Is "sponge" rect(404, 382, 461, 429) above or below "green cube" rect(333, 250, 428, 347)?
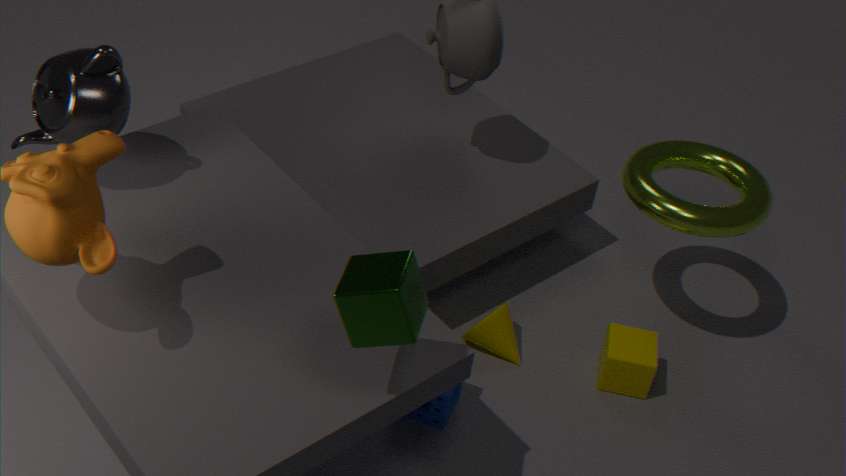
below
